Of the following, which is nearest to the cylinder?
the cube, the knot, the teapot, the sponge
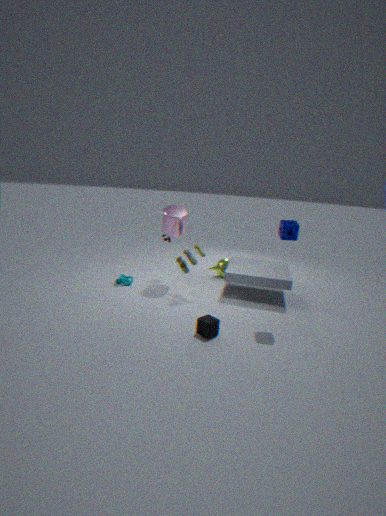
the knot
